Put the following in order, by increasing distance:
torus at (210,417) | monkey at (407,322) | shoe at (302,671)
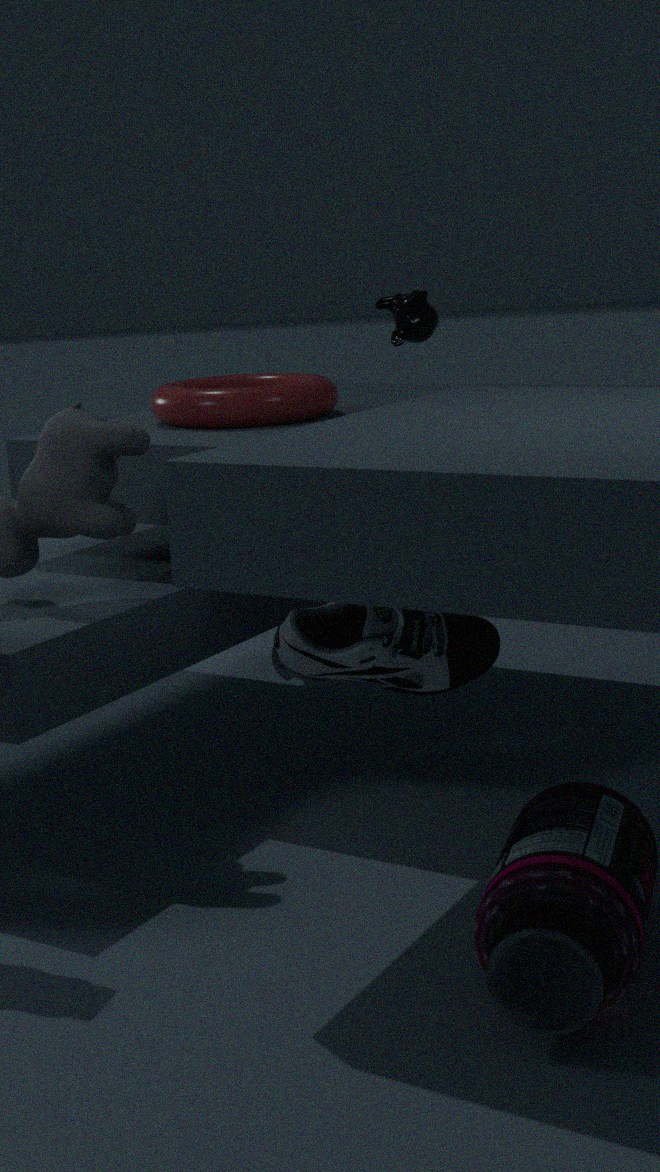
shoe at (302,671)
torus at (210,417)
monkey at (407,322)
